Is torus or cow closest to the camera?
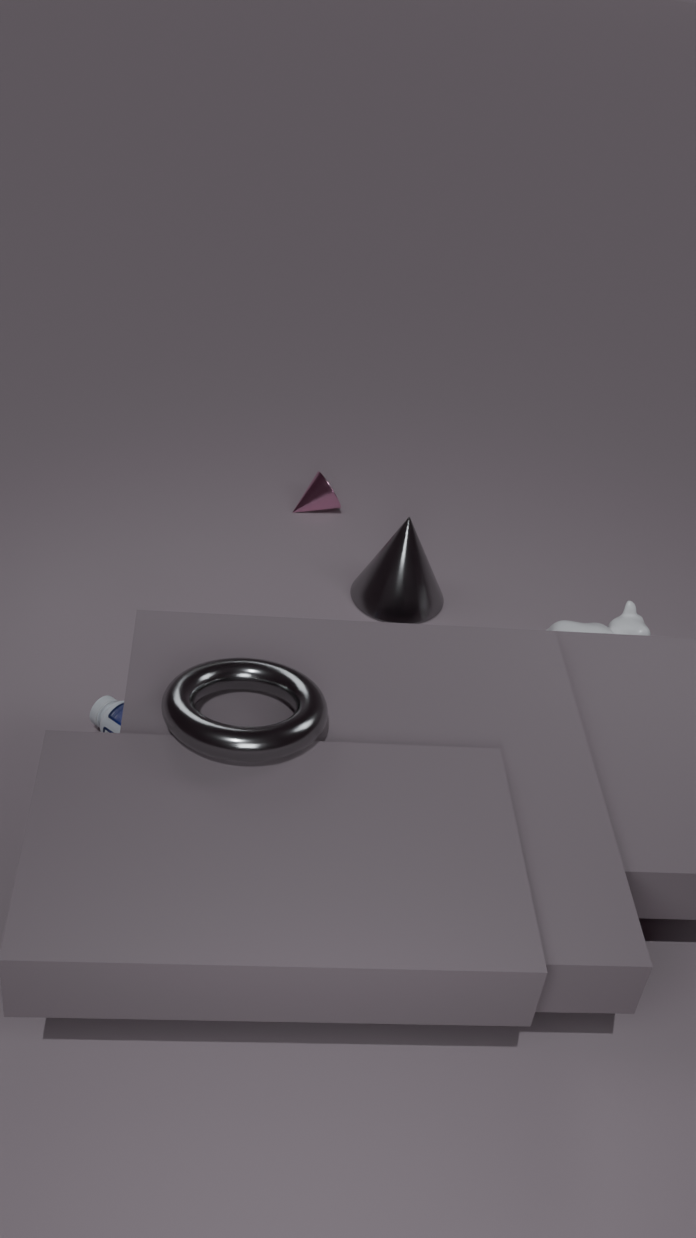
torus
